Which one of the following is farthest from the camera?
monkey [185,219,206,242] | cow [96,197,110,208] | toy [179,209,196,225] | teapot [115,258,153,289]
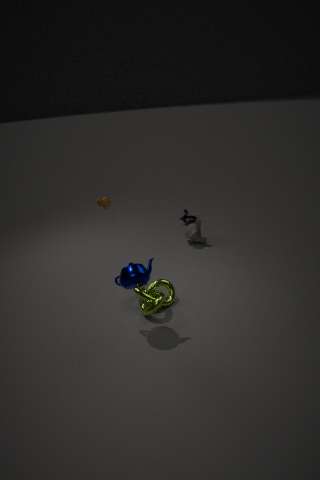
toy [179,209,196,225]
